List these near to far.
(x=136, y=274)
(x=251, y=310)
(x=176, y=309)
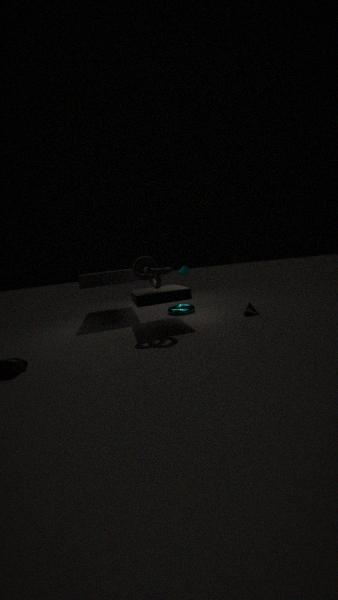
(x=136, y=274) → (x=251, y=310) → (x=176, y=309)
